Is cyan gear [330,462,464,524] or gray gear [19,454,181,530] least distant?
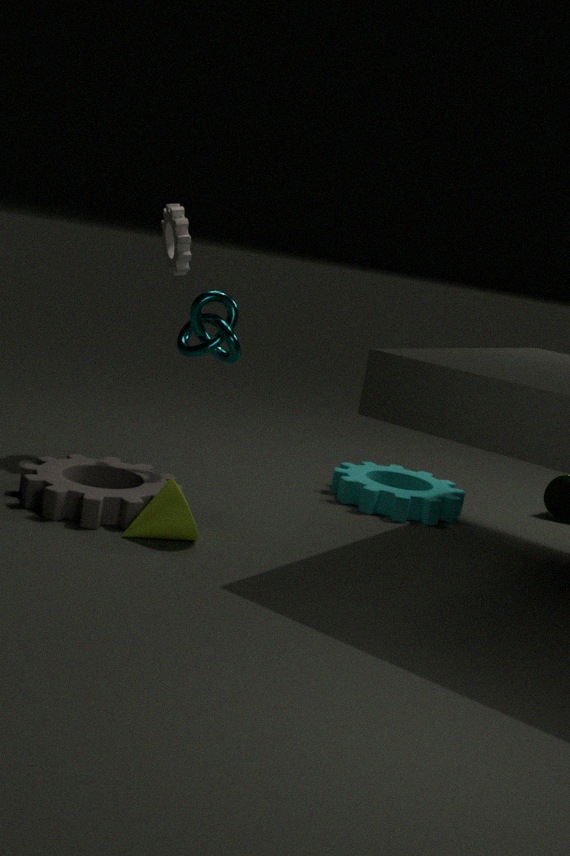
gray gear [19,454,181,530]
